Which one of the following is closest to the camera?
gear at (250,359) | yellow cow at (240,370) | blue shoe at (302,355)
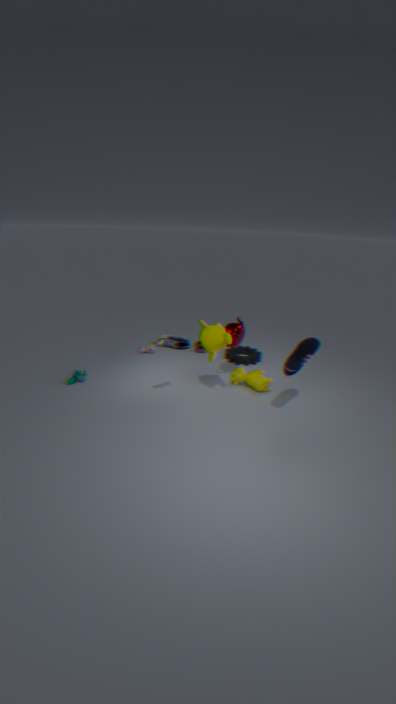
blue shoe at (302,355)
